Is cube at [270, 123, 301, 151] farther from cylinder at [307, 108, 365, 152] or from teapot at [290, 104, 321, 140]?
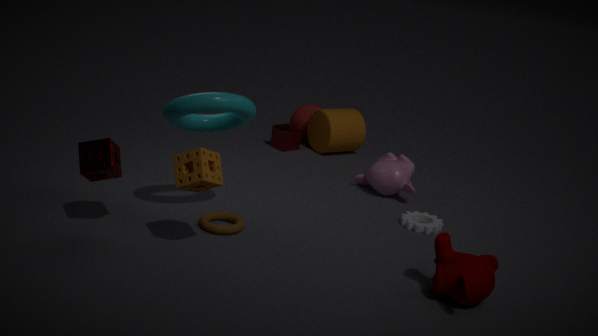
cylinder at [307, 108, 365, 152]
